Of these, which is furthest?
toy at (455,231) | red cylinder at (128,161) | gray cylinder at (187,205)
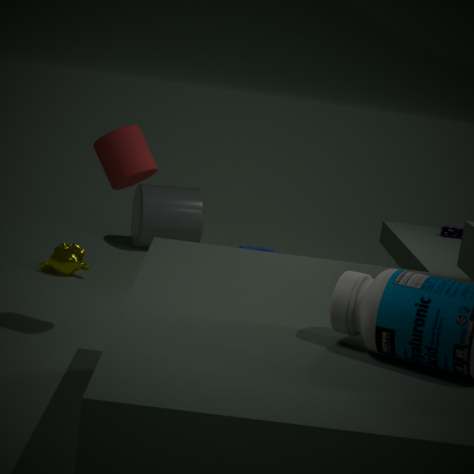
gray cylinder at (187,205)
